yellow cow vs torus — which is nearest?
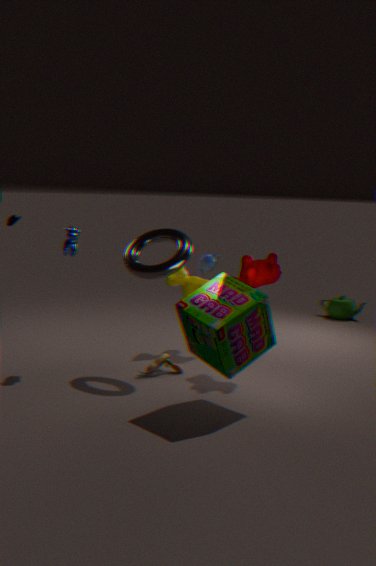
torus
